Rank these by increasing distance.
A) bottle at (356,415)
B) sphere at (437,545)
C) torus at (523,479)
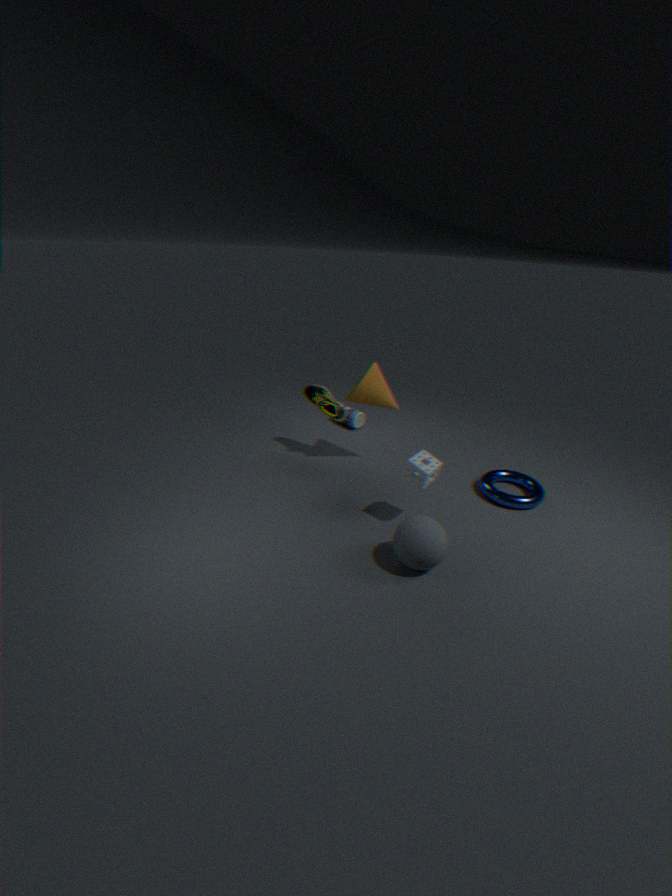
1. sphere at (437,545)
2. torus at (523,479)
3. bottle at (356,415)
